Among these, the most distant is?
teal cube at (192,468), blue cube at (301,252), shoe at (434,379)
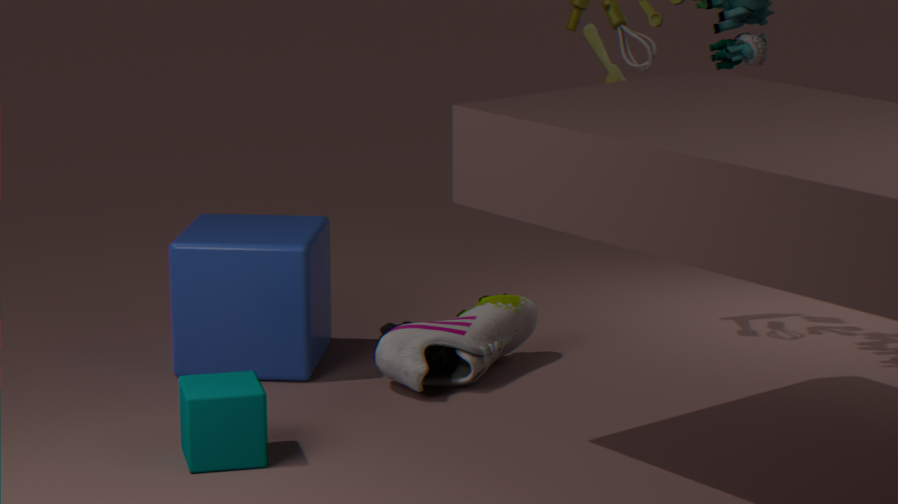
blue cube at (301,252)
